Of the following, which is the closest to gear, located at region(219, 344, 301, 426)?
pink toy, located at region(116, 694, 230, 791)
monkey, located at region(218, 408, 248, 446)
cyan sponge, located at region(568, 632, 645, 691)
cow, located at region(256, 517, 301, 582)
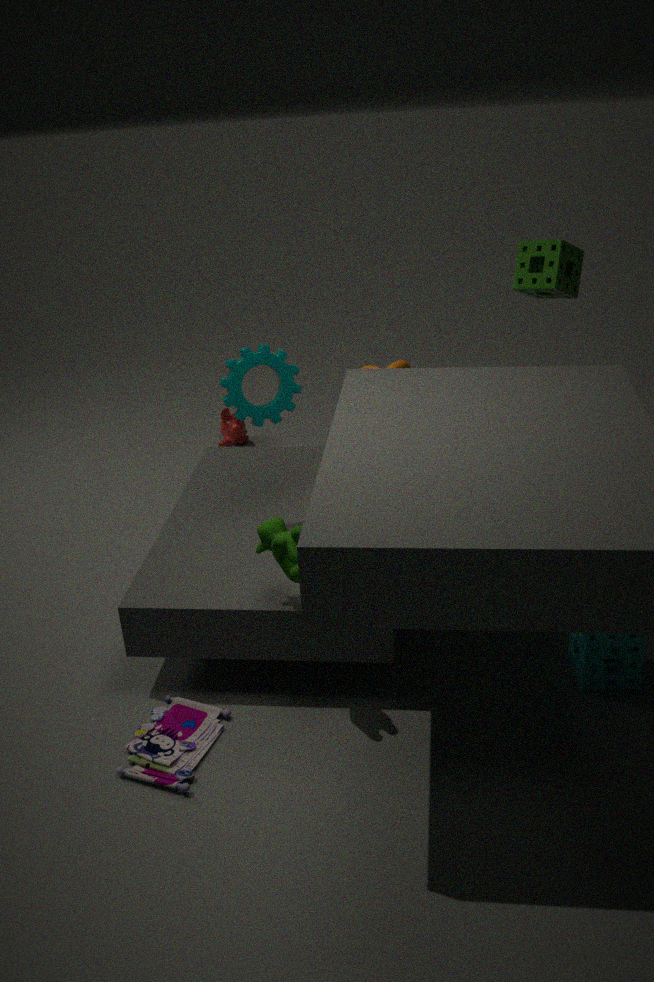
cow, located at region(256, 517, 301, 582)
